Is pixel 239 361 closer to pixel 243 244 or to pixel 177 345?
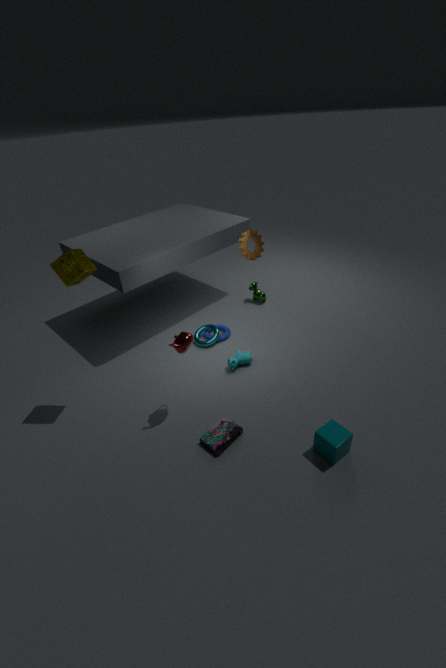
pixel 177 345
